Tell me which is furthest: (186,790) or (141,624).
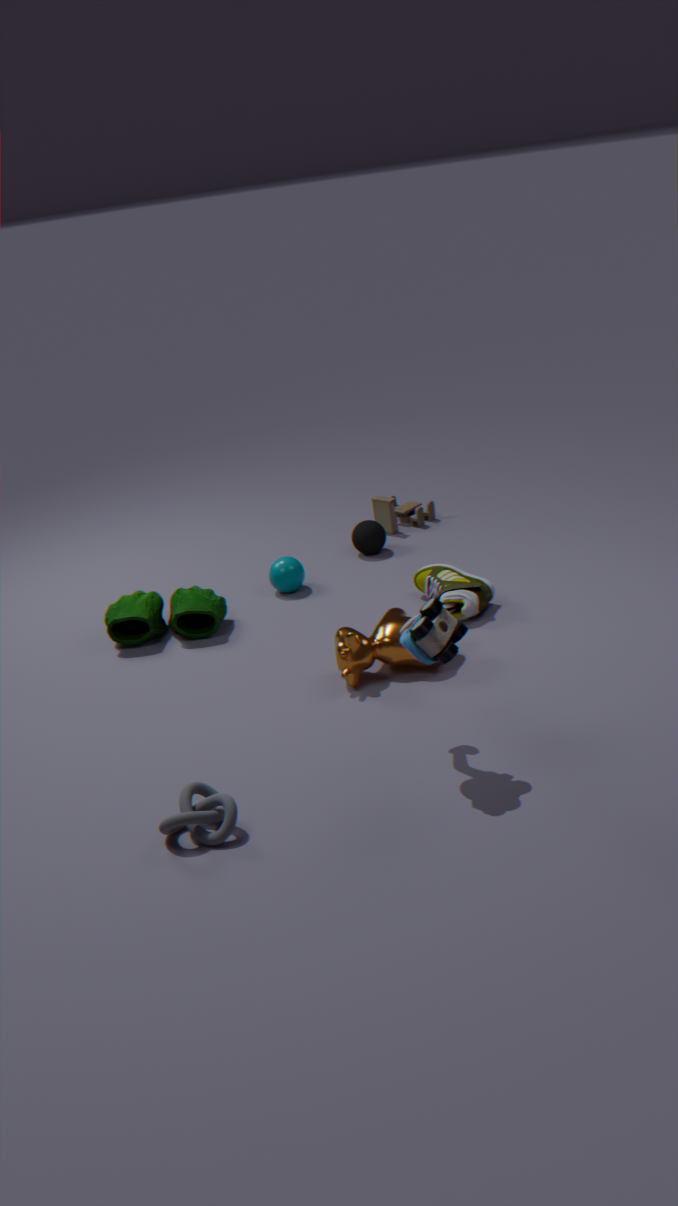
(141,624)
